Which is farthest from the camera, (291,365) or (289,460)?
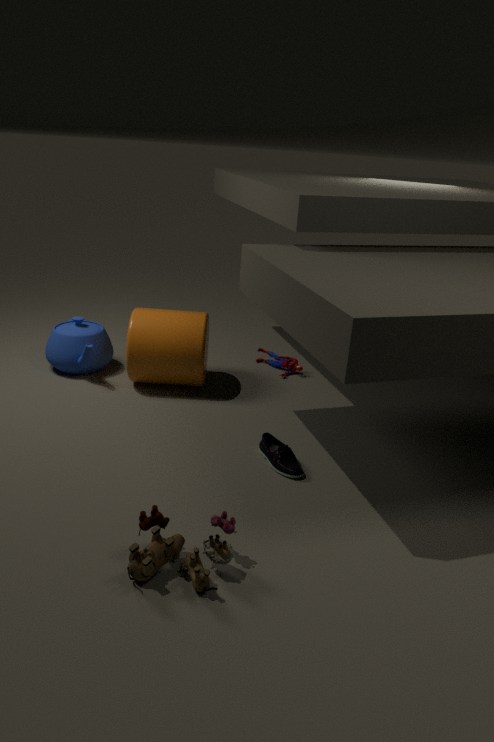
(291,365)
